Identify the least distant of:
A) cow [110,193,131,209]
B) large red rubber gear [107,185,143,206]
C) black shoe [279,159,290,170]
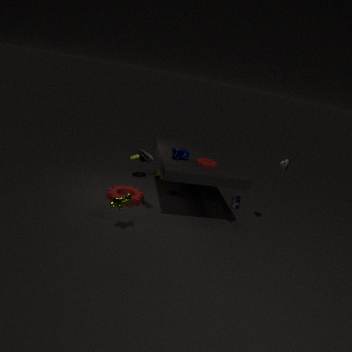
cow [110,193,131,209]
